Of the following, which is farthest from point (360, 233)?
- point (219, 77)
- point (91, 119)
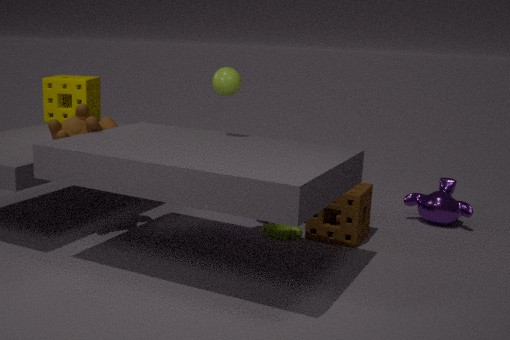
point (91, 119)
